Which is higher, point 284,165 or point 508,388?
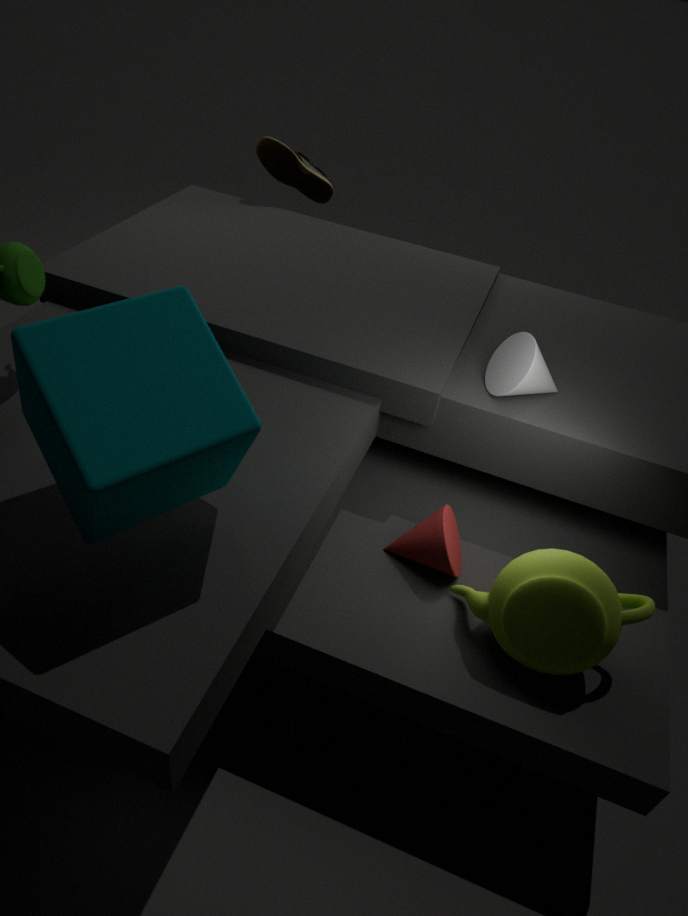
point 284,165
